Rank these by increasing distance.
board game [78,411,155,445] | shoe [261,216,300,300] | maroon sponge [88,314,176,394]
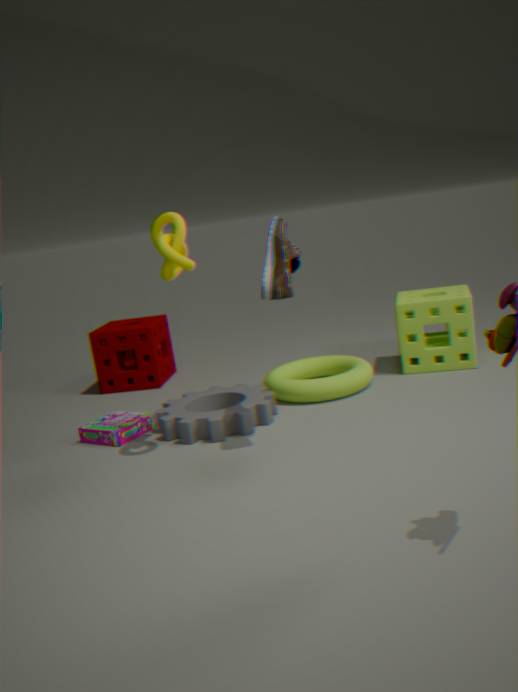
shoe [261,216,300,300], board game [78,411,155,445], maroon sponge [88,314,176,394]
